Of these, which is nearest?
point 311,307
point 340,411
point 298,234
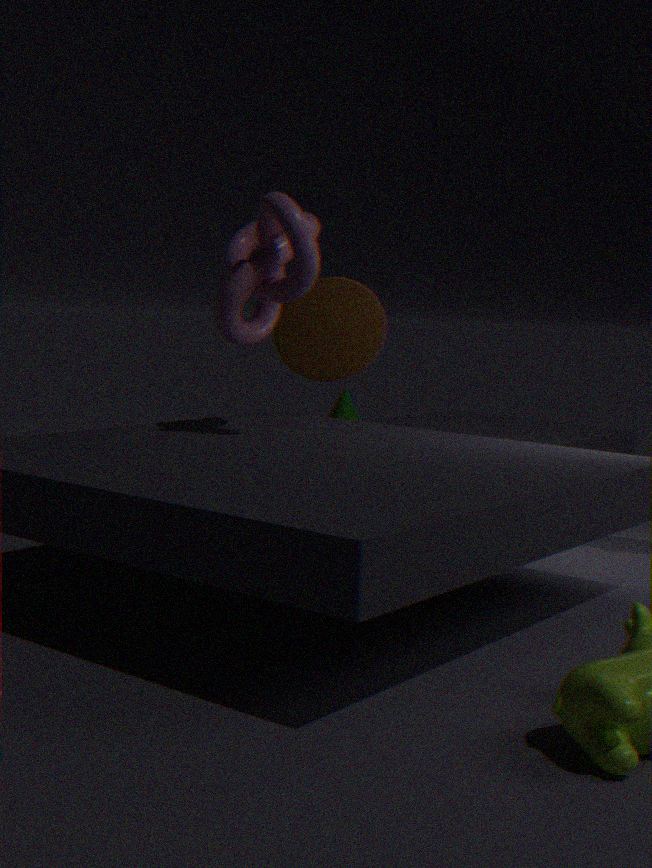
point 298,234
